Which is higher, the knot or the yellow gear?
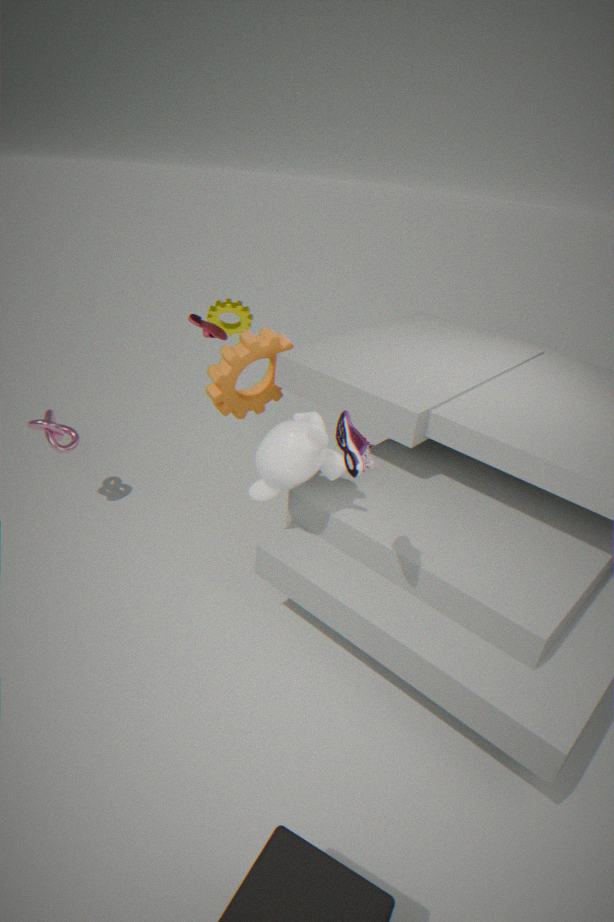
the yellow gear
